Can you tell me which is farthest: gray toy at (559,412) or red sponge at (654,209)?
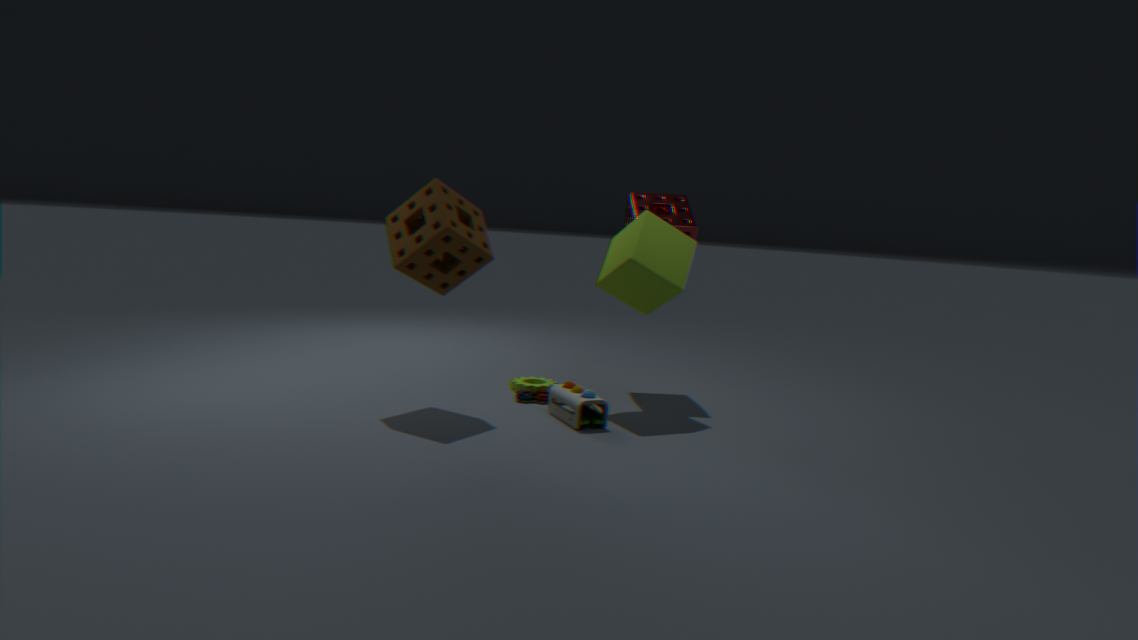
red sponge at (654,209)
